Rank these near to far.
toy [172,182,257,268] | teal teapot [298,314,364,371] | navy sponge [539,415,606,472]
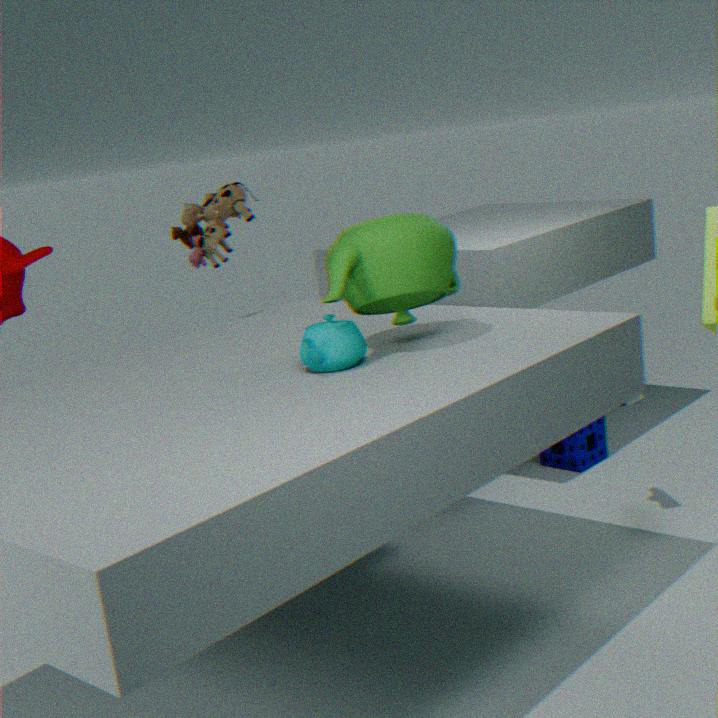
teal teapot [298,314,364,371], toy [172,182,257,268], navy sponge [539,415,606,472]
